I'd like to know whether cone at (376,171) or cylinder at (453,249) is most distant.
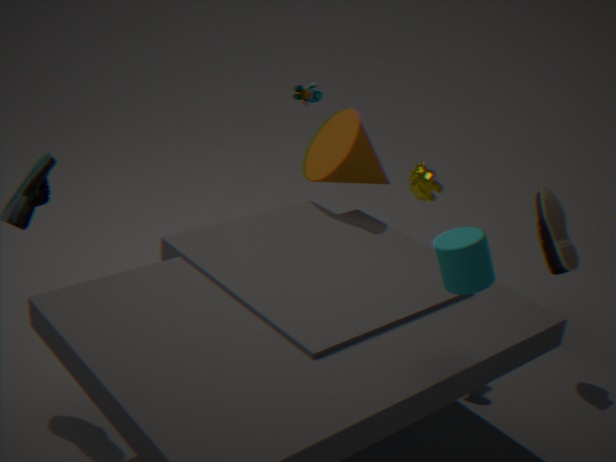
cone at (376,171)
